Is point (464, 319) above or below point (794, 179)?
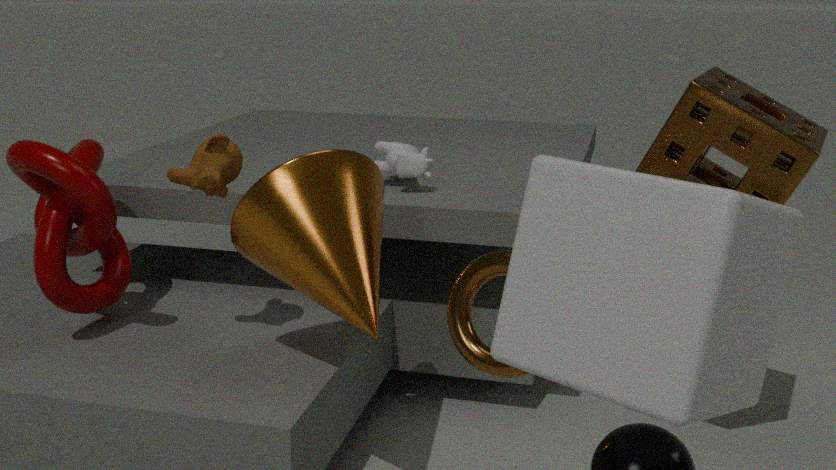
below
